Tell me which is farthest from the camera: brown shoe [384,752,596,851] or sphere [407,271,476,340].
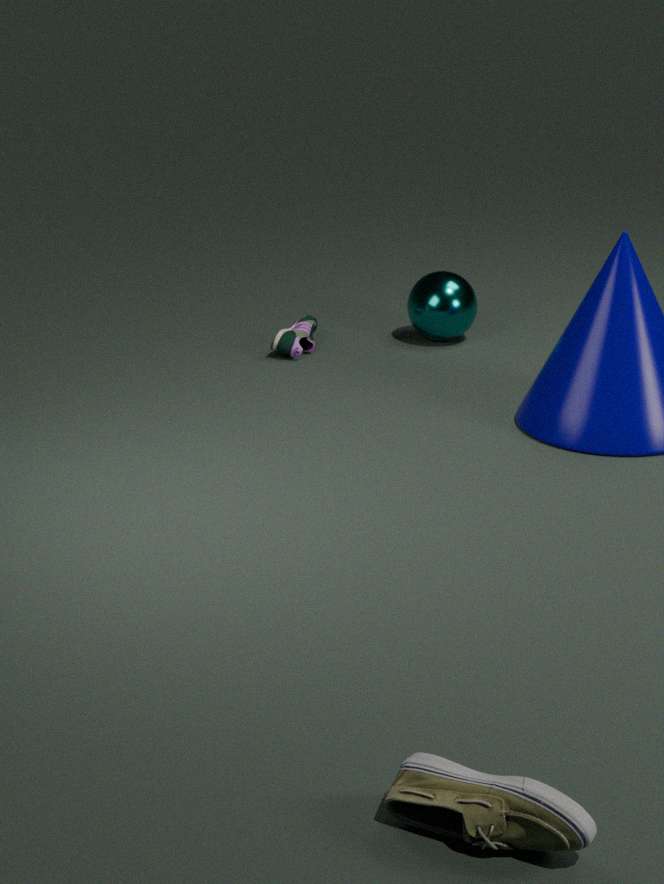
A: sphere [407,271,476,340]
